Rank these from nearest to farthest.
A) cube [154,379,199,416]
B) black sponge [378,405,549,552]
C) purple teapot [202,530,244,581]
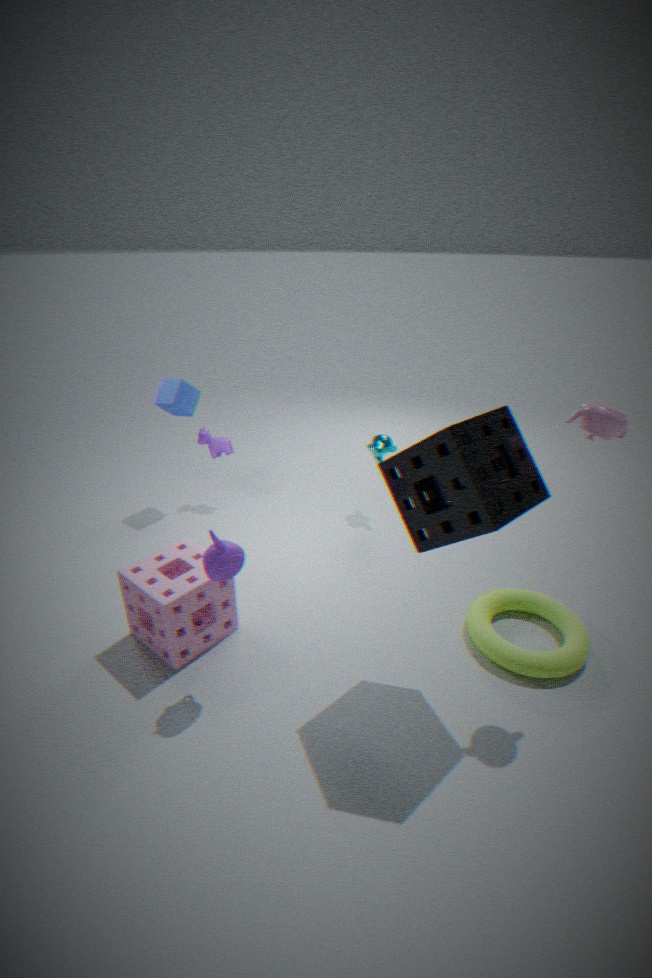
1. B. black sponge [378,405,549,552]
2. C. purple teapot [202,530,244,581]
3. A. cube [154,379,199,416]
